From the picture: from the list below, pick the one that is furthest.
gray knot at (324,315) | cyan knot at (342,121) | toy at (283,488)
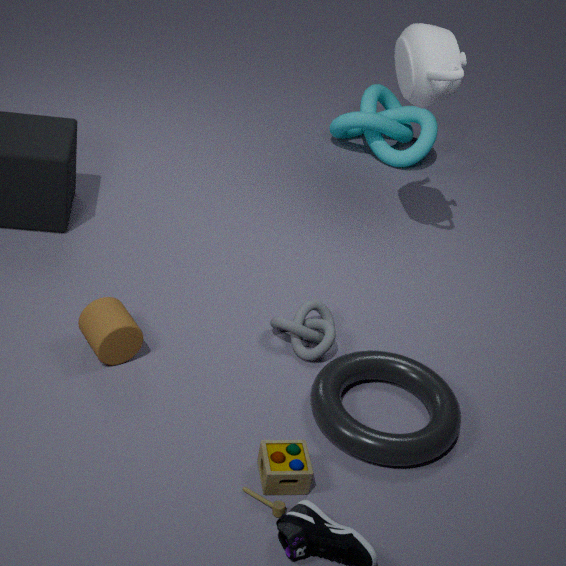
cyan knot at (342,121)
